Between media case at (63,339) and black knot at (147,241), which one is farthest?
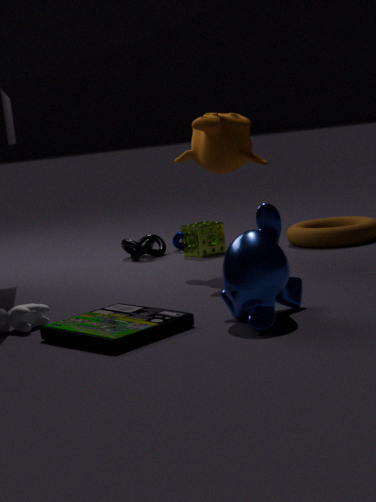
black knot at (147,241)
